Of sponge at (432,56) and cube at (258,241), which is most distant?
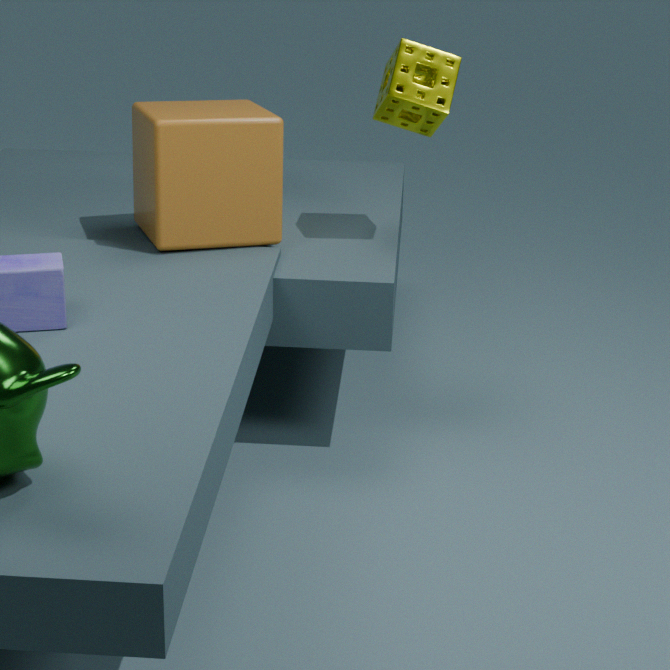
sponge at (432,56)
